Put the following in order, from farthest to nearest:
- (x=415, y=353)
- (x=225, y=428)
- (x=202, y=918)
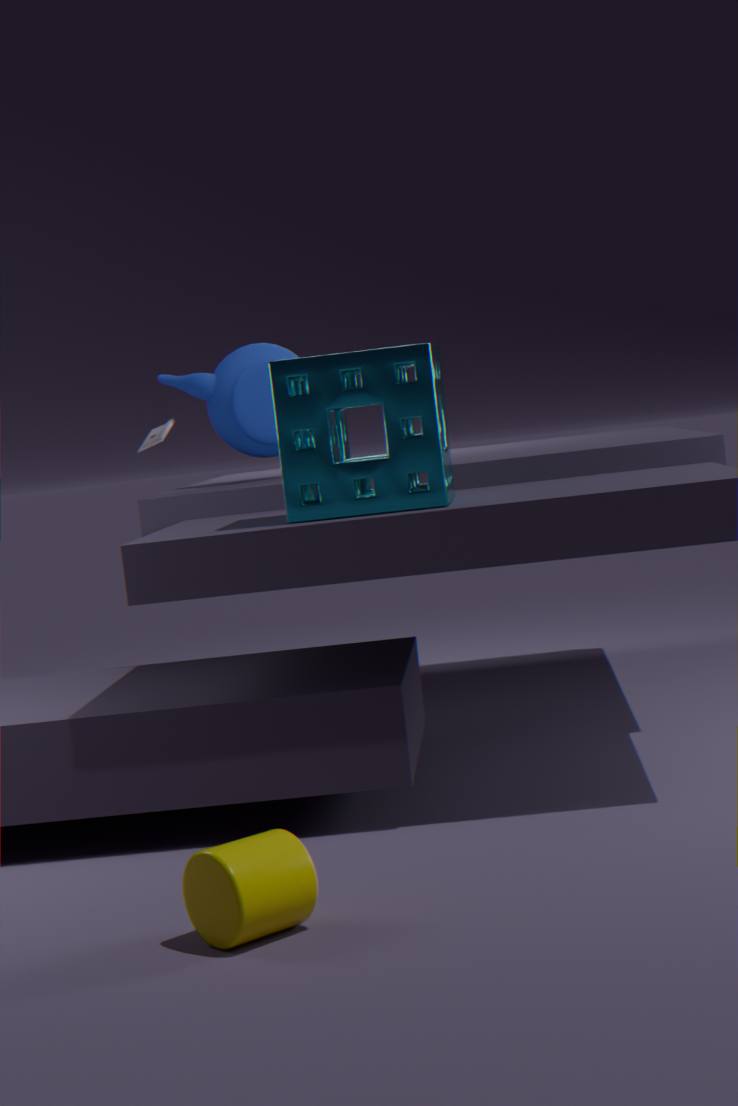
(x=225, y=428), (x=415, y=353), (x=202, y=918)
